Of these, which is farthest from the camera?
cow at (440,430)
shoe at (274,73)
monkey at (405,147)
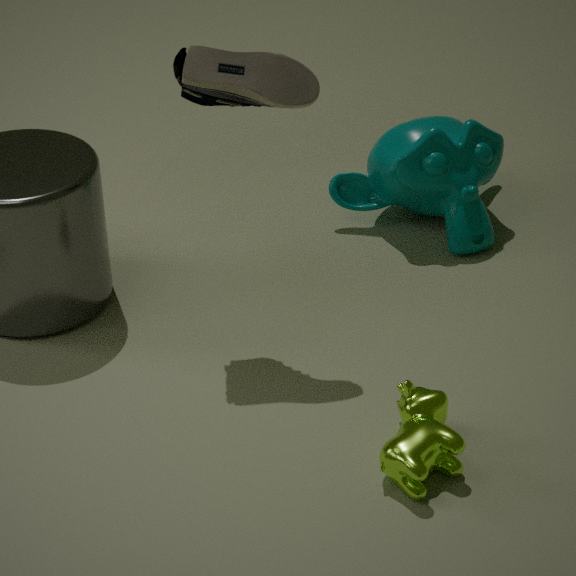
monkey at (405,147)
